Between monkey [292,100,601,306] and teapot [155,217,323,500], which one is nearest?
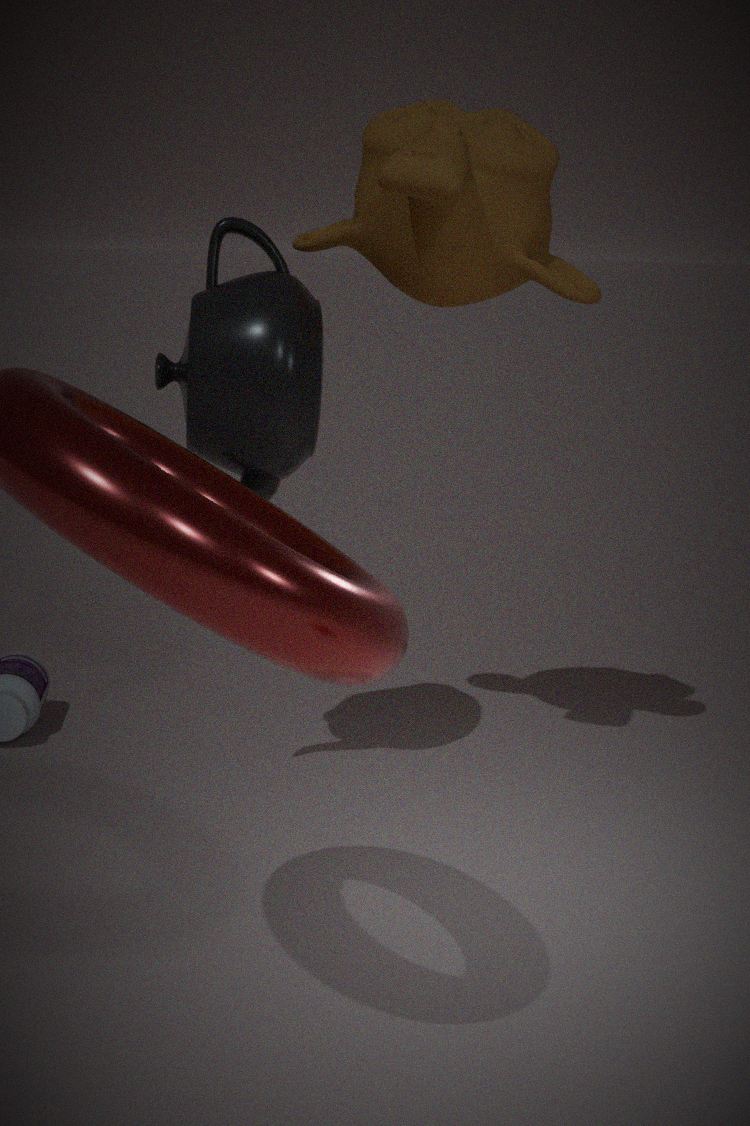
monkey [292,100,601,306]
